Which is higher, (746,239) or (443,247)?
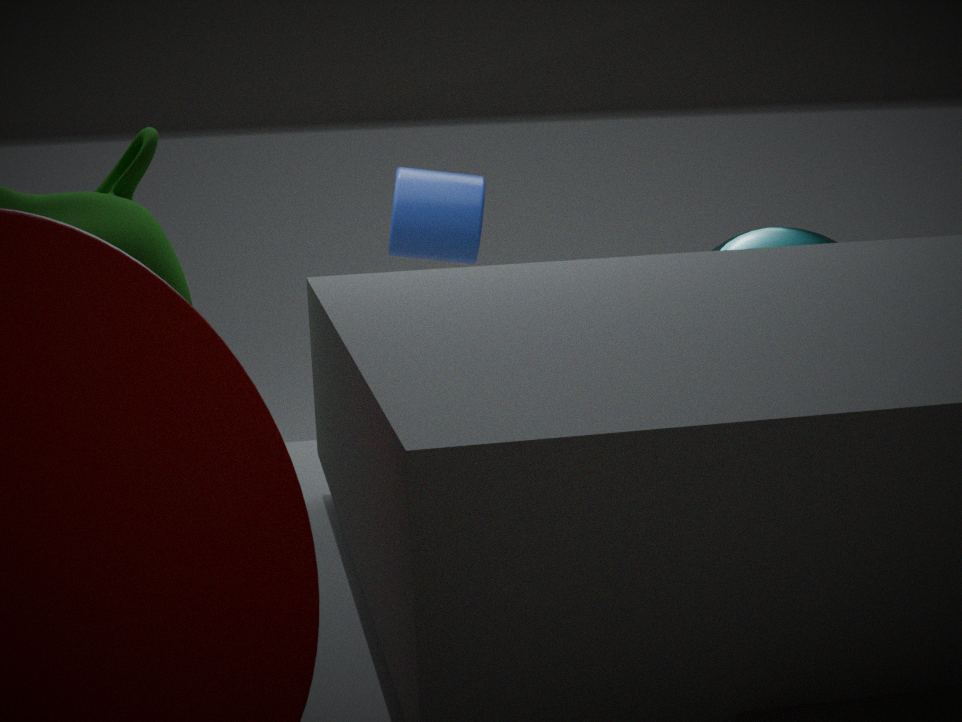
(443,247)
